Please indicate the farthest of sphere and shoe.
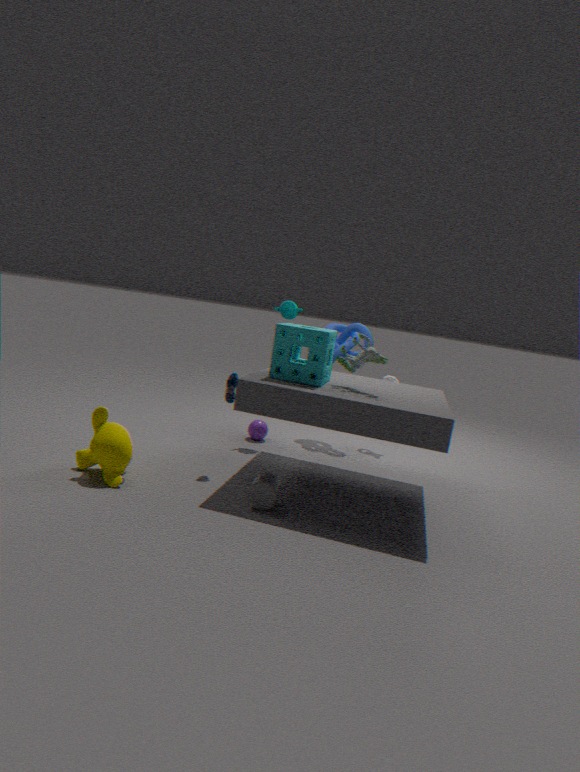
sphere
